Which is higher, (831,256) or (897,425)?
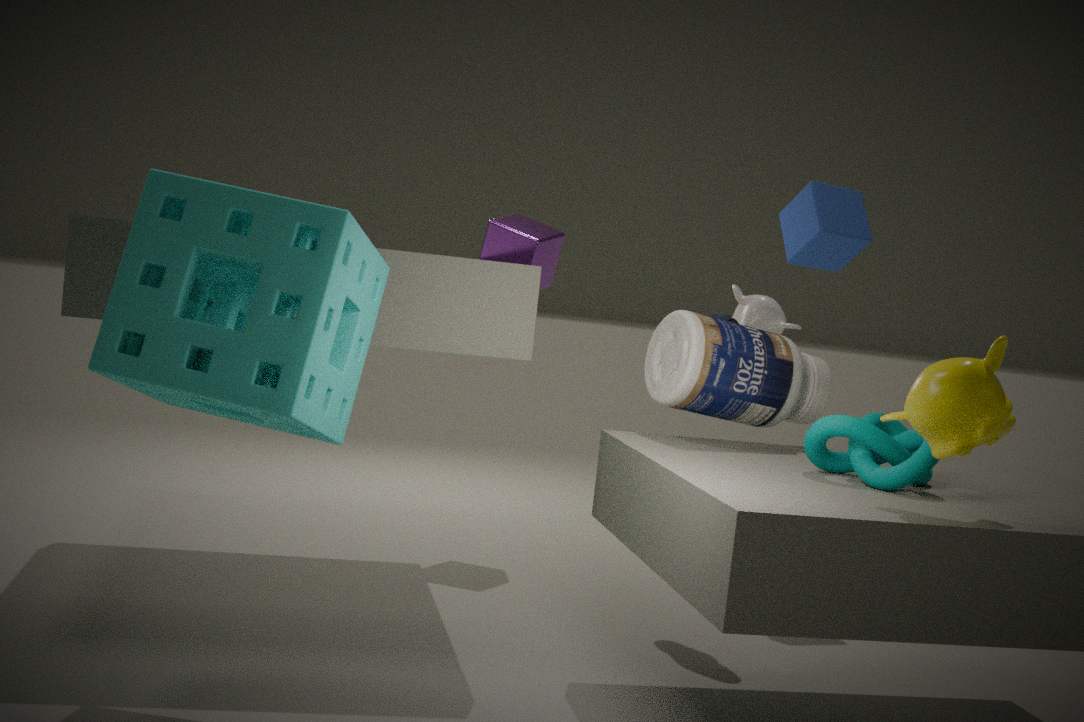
(831,256)
